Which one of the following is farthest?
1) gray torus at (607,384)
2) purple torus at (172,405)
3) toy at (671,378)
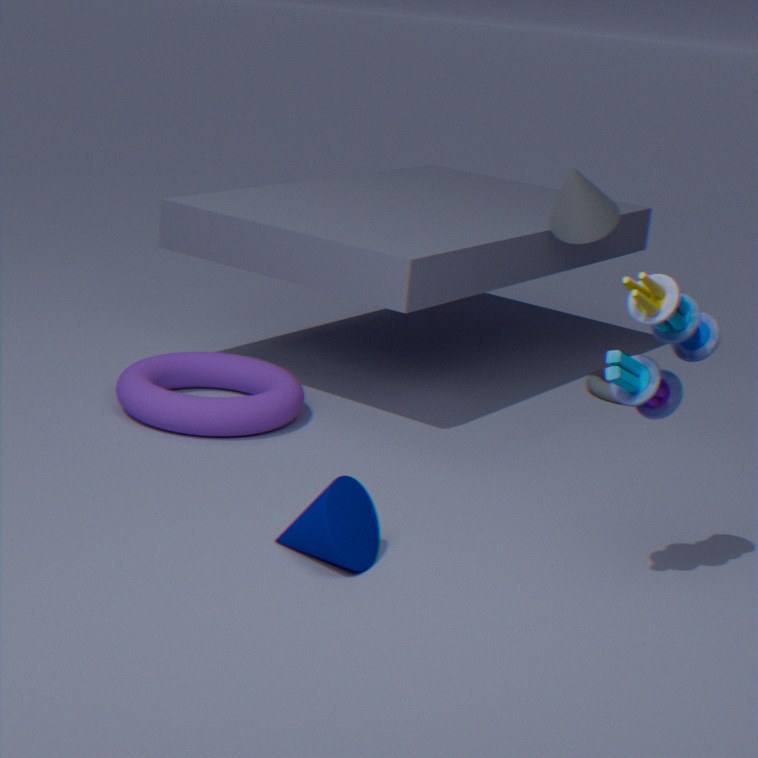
1. gray torus at (607,384)
